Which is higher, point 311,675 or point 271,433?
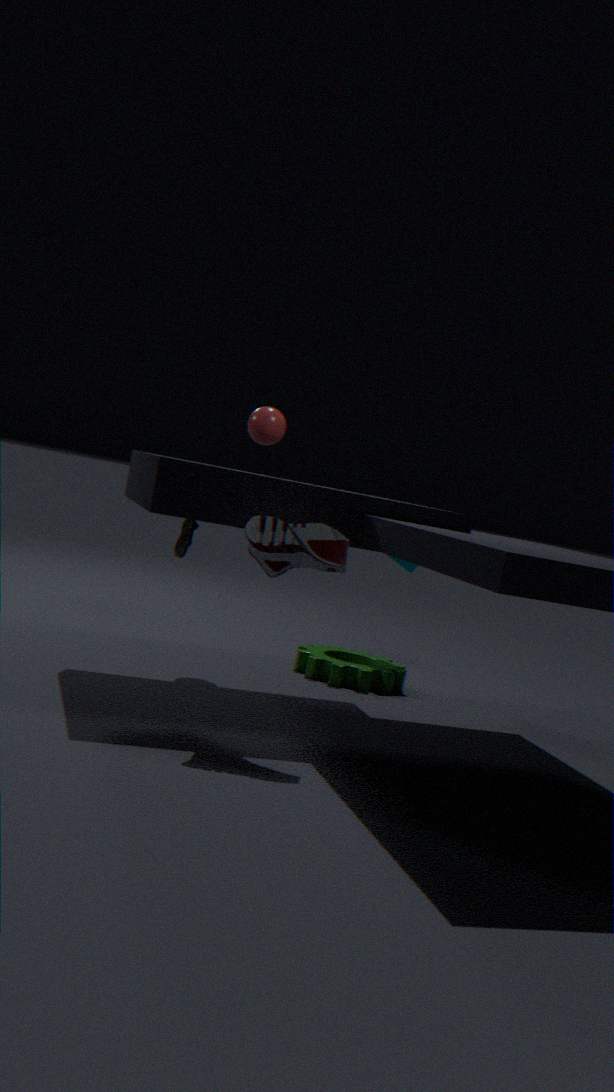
point 271,433
